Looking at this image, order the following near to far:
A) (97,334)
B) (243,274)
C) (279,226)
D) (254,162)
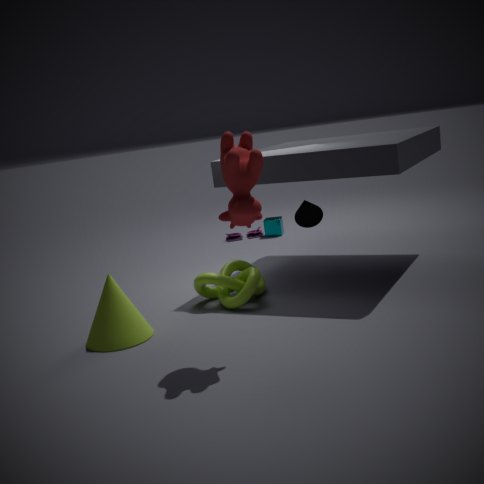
(254,162)
(97,334)
(243,274)
(279,226)
